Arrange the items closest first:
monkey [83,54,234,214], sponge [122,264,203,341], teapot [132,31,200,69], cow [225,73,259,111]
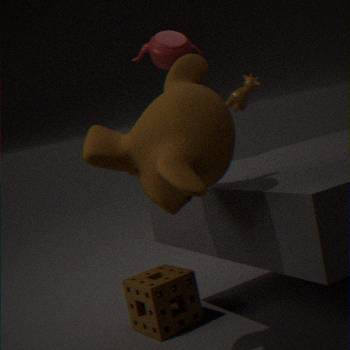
monkey [83,54,234,214] < sponge [122,264,203,341] < teapot [132,31,200,69] < cow [225,73,259,111]
